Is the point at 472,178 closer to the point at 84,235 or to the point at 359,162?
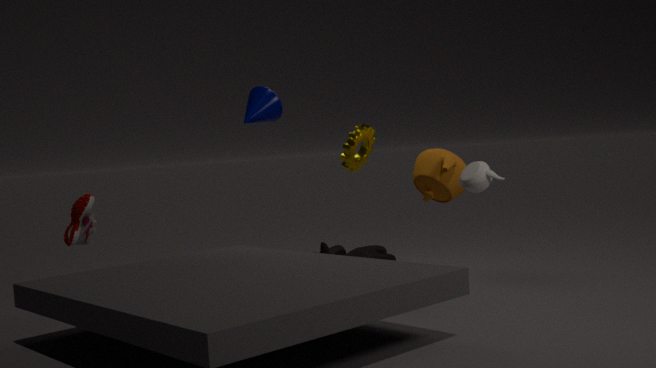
the point at 359,162
